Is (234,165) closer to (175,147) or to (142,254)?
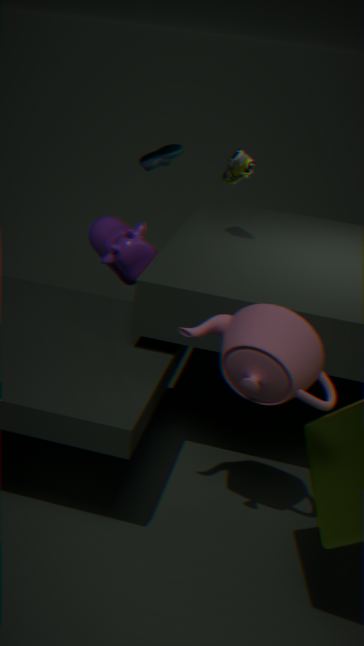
(175,147)
